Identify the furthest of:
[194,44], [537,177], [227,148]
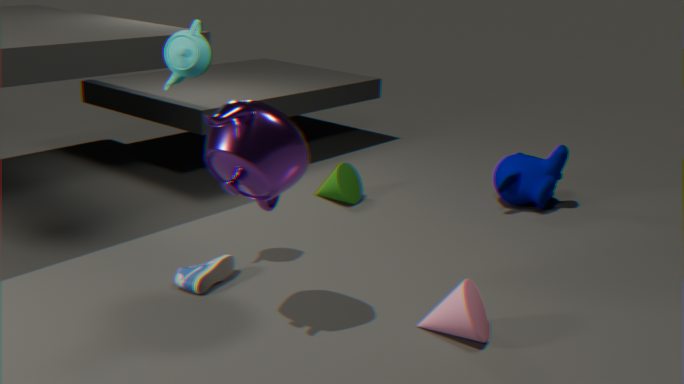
[537,177]
